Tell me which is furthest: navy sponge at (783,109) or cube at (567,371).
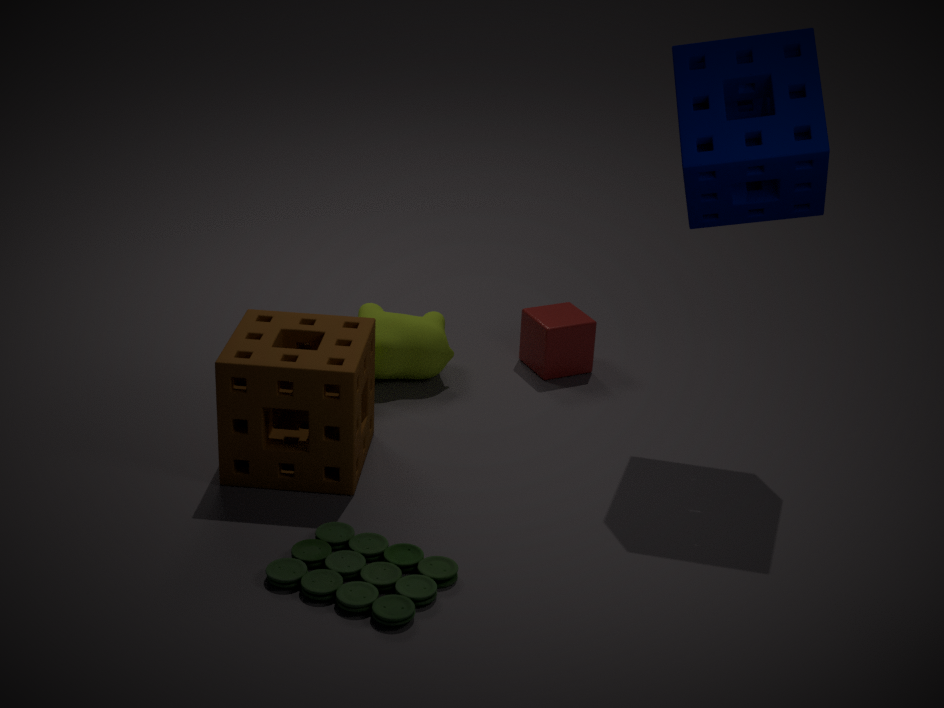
cube at (567,371)
